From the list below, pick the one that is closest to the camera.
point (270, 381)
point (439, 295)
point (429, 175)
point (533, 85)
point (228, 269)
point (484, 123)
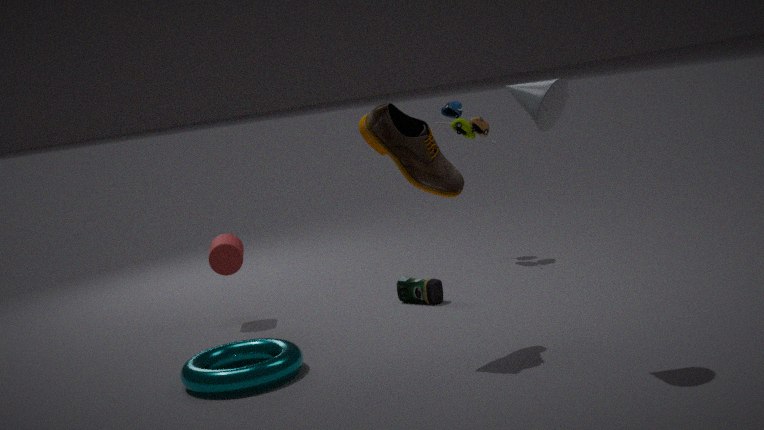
point (533, 85)
